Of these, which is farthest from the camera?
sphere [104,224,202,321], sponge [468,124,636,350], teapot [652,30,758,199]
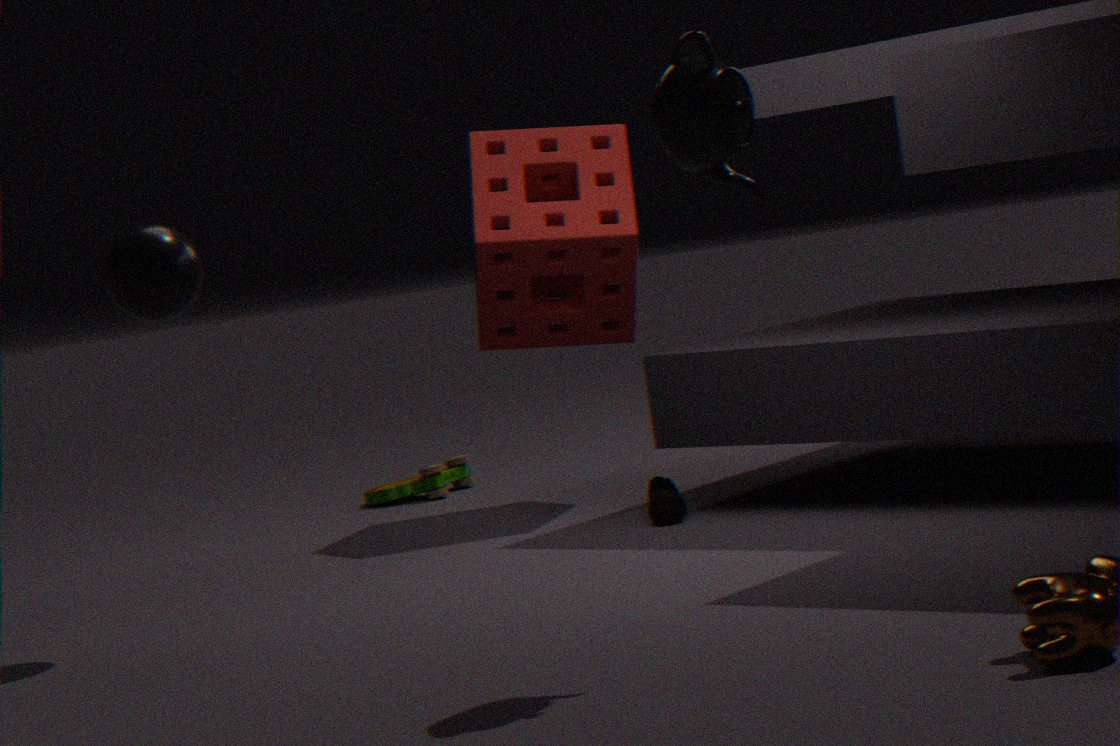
sponge [468,124,636,350]
